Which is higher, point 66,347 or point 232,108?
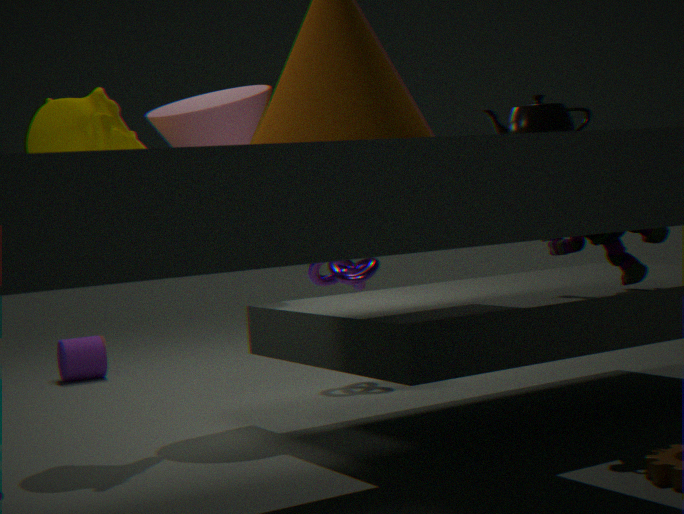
point 232,108
